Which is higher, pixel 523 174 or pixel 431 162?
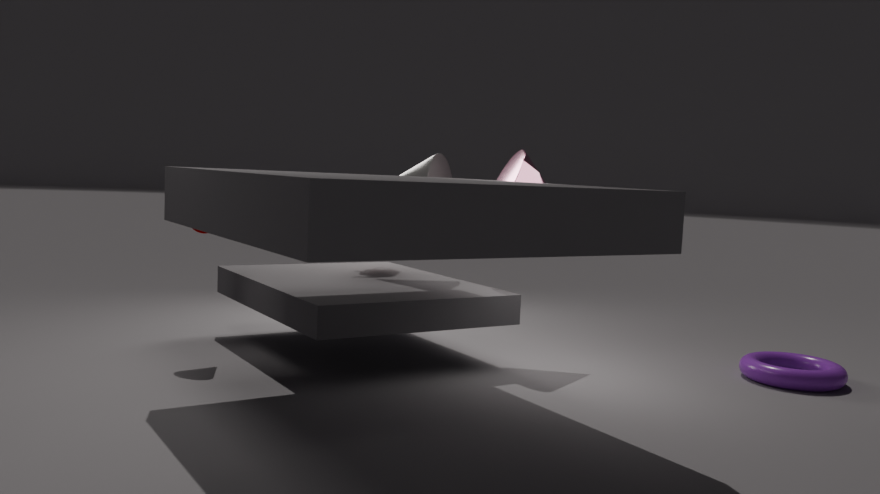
pixel 523 174
